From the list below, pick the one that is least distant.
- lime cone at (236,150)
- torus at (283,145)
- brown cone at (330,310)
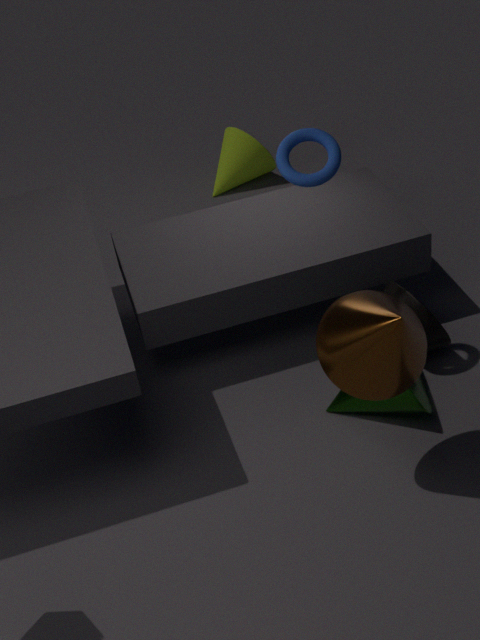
brown cone at (330,310)
